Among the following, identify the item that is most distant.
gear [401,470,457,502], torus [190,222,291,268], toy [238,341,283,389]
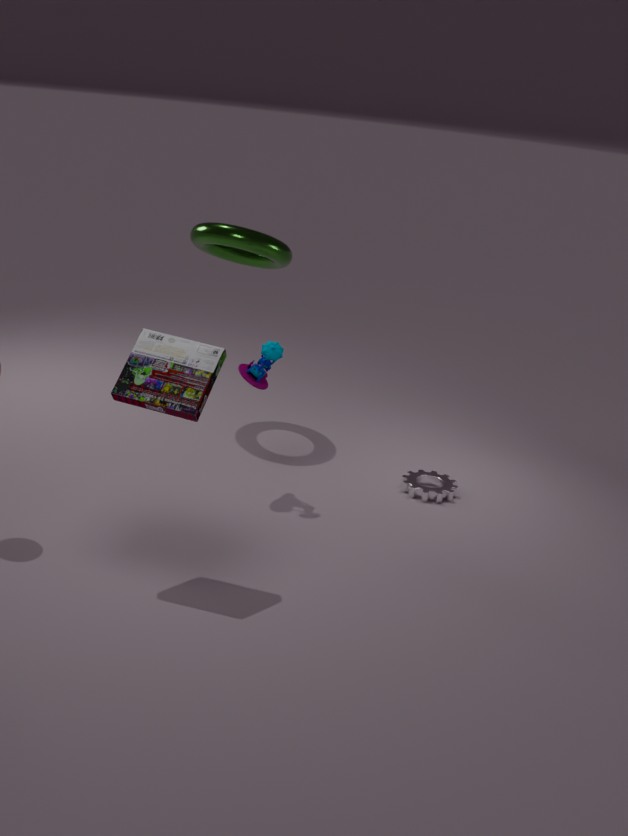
torus [190,222,291,268]
